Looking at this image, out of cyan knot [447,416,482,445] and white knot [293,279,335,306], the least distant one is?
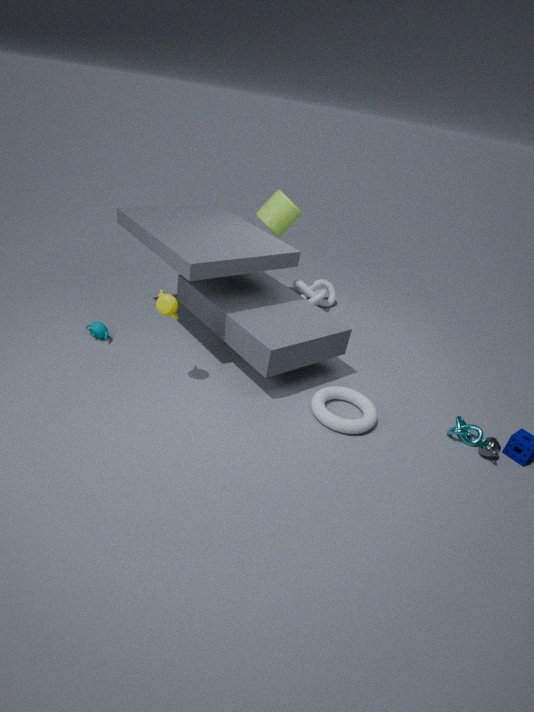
cyan knot [447,416,482,445]
